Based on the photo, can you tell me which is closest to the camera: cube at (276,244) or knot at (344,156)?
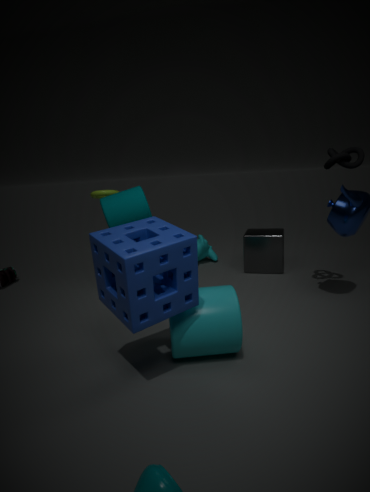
knot at (344,156)
